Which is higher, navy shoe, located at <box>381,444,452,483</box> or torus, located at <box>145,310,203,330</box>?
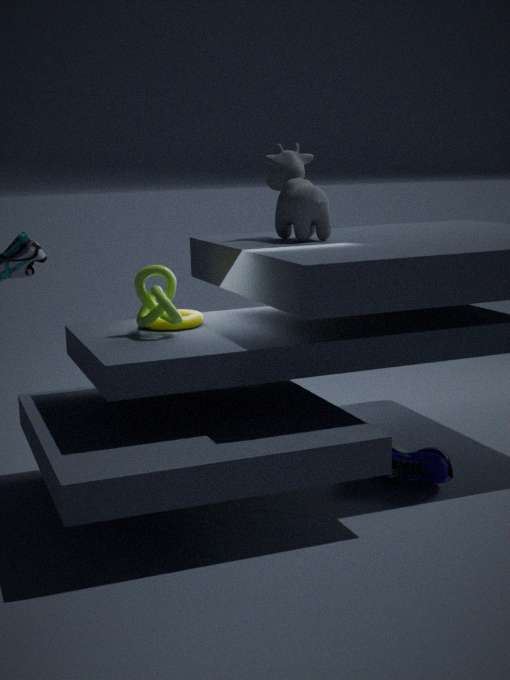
torus, located at <box>145,310,203,330</box>
